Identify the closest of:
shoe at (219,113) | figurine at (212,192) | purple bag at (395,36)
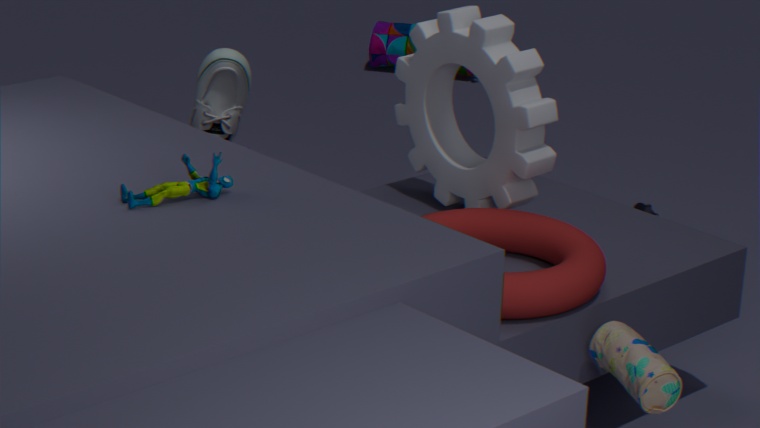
figurine at (212,192)
